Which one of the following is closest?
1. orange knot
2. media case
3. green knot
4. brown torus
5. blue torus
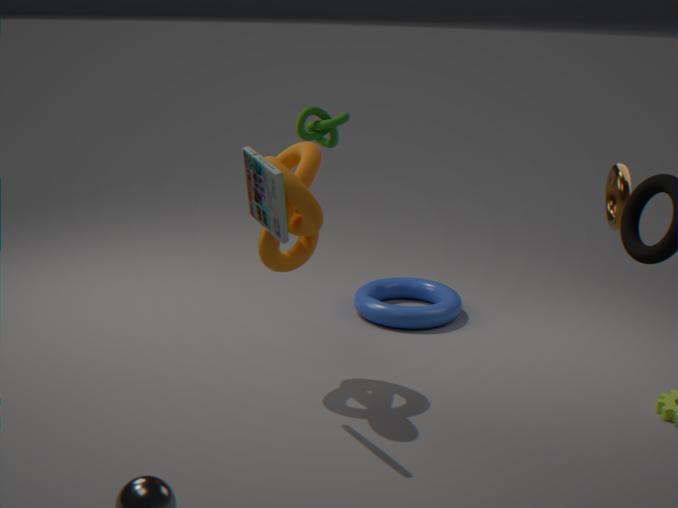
media case
